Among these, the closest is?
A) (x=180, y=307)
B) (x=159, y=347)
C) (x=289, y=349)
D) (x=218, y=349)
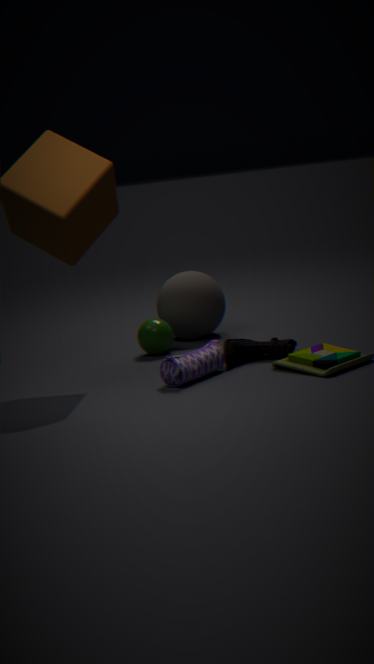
(x=218, y=349)
